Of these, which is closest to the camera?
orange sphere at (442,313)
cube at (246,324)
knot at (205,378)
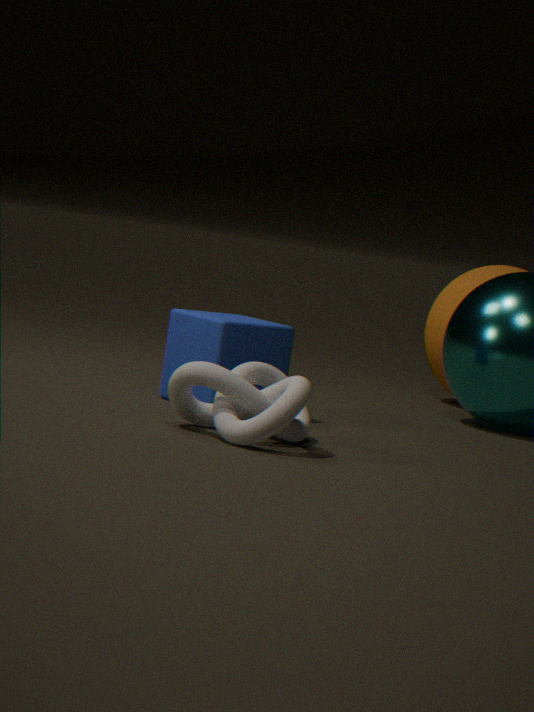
knot at (205,378)
